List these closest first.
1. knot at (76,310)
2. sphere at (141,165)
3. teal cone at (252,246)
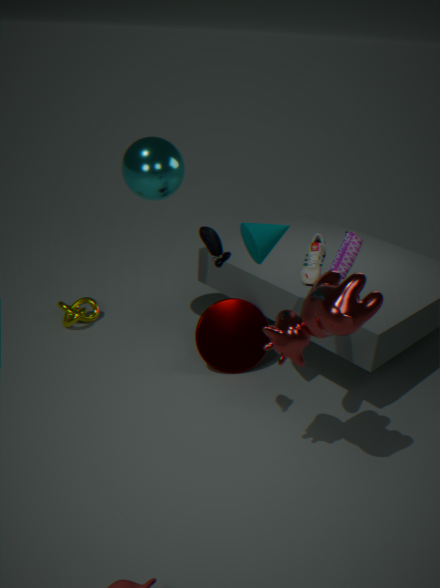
teal cone at (252,246) → sphere at (141,165) → knot at (76,310)
